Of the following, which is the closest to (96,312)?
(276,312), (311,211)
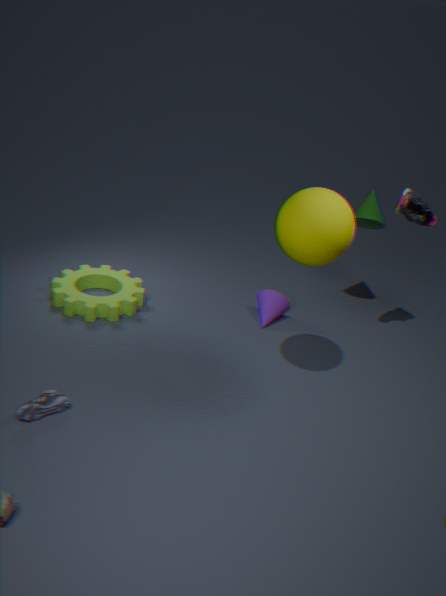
(276,312)
